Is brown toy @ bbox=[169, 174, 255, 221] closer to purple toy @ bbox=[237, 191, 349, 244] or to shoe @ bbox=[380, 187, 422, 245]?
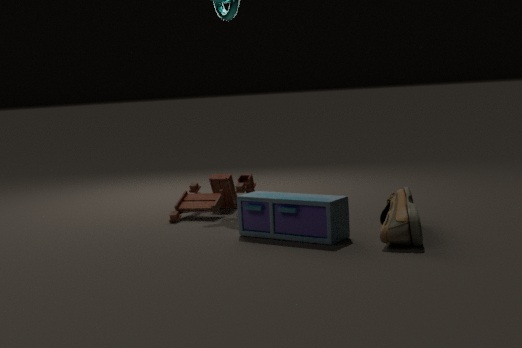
purple toy @ bbox=[237, 191, 349, 244]
